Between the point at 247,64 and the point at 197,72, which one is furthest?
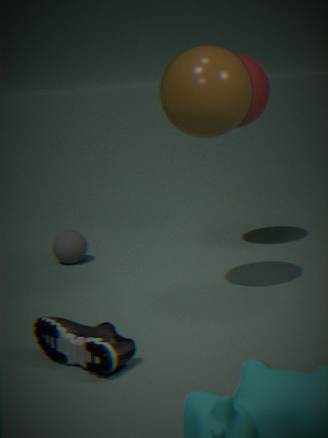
the point at 247,64
